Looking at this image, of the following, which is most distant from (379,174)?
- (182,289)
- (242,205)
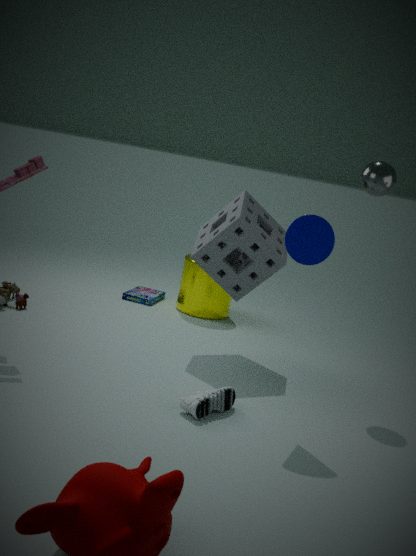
(182,289)
